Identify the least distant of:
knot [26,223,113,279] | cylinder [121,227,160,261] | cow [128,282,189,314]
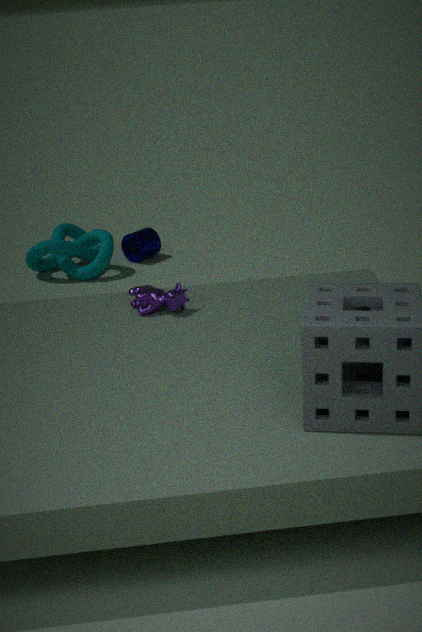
cow [128,282,189,314]
